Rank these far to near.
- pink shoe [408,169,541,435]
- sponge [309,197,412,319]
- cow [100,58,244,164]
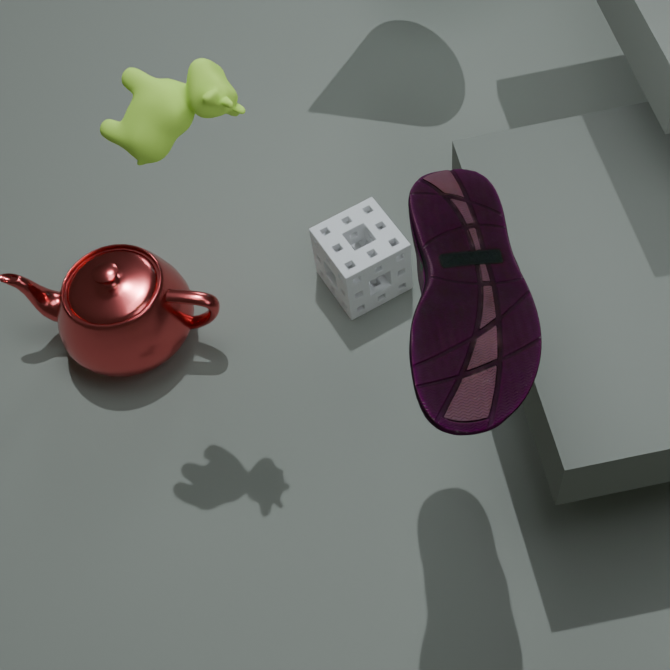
sponge [309,197,412,319] → cow [100,58,244,164] → pink shoe [408,169,541,435]
